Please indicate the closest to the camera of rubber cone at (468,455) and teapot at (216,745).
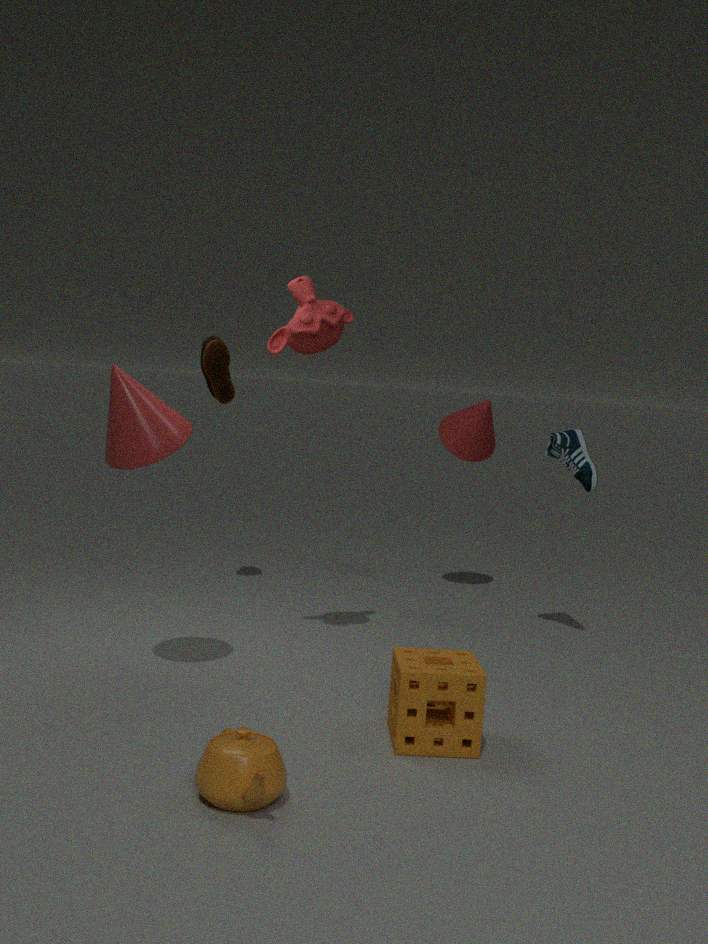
teapot at (216,745)
